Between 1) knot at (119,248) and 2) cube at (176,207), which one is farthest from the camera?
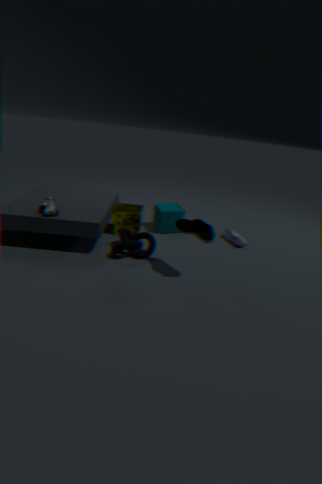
2. cube at (176,207)
